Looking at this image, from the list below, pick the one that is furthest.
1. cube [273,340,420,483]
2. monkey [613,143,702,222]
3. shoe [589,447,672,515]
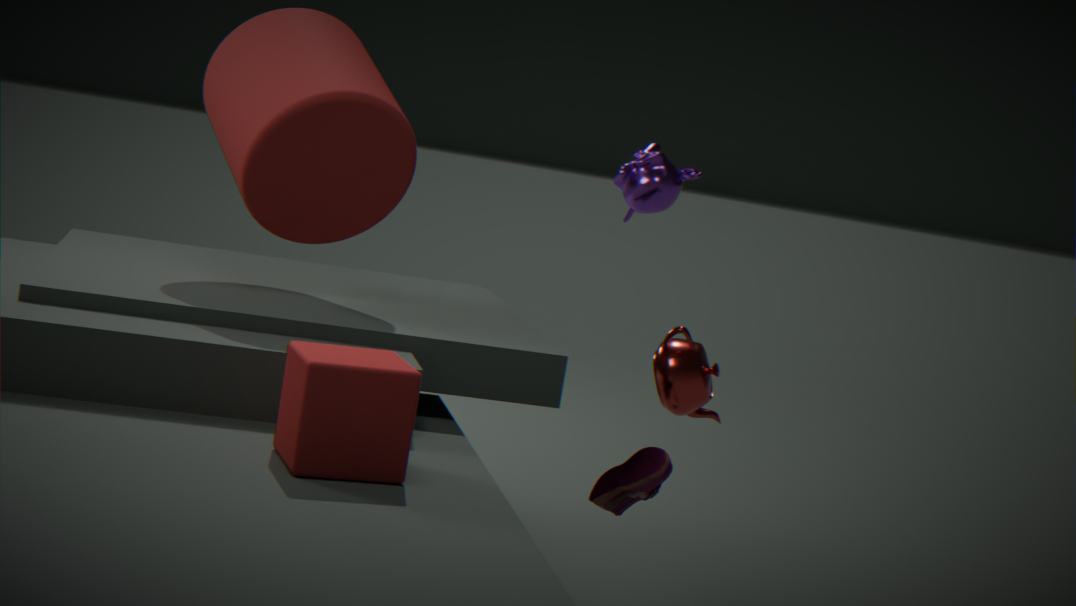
monkey [613,143,702,222]
